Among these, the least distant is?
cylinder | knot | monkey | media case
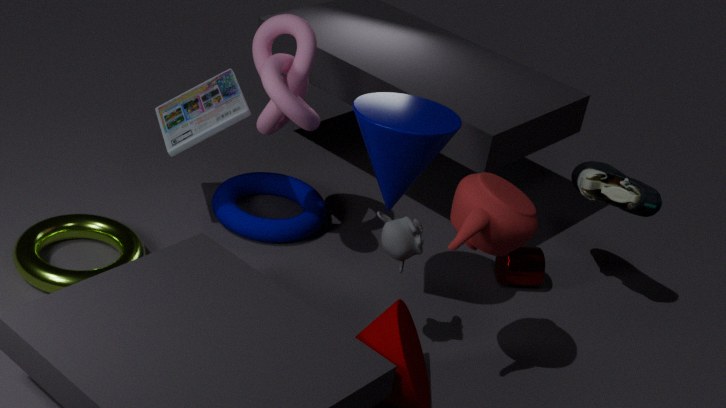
monkey
